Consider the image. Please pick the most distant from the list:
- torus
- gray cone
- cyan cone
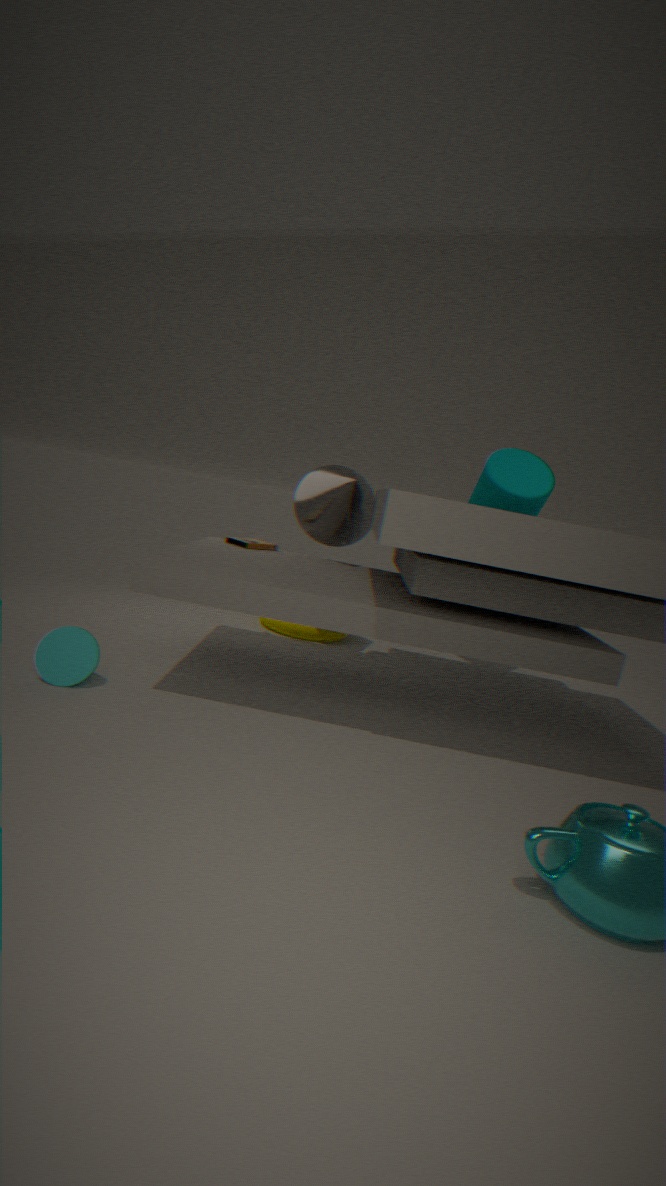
torus
